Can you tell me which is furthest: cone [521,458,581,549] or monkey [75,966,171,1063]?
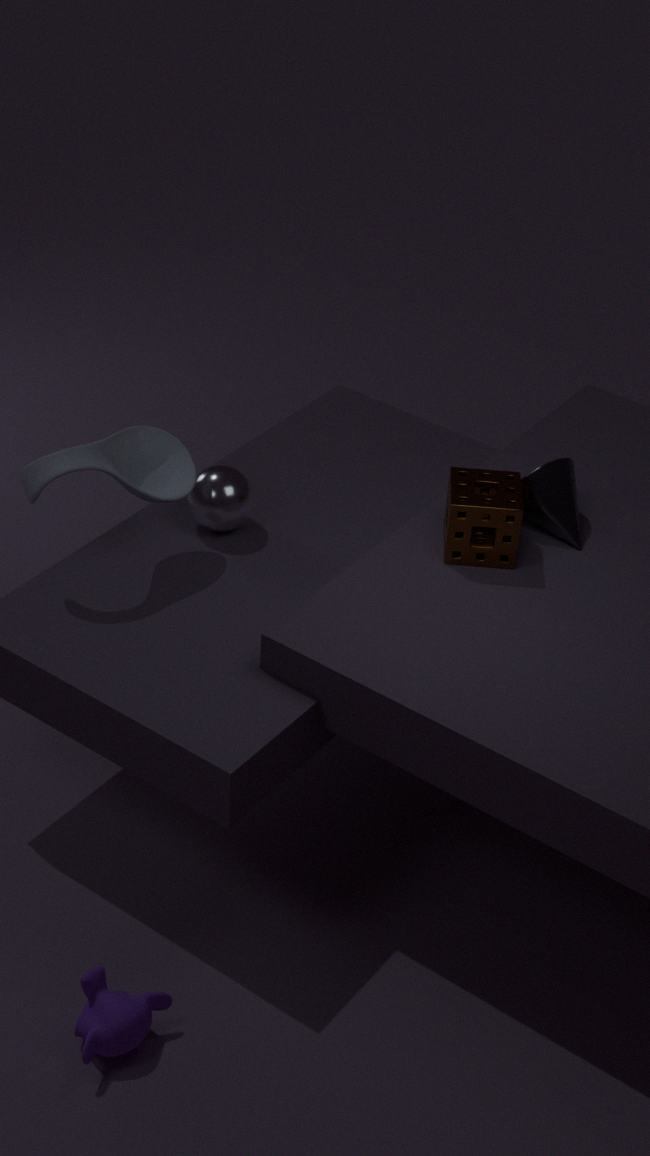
cone [521,458,581,549]
